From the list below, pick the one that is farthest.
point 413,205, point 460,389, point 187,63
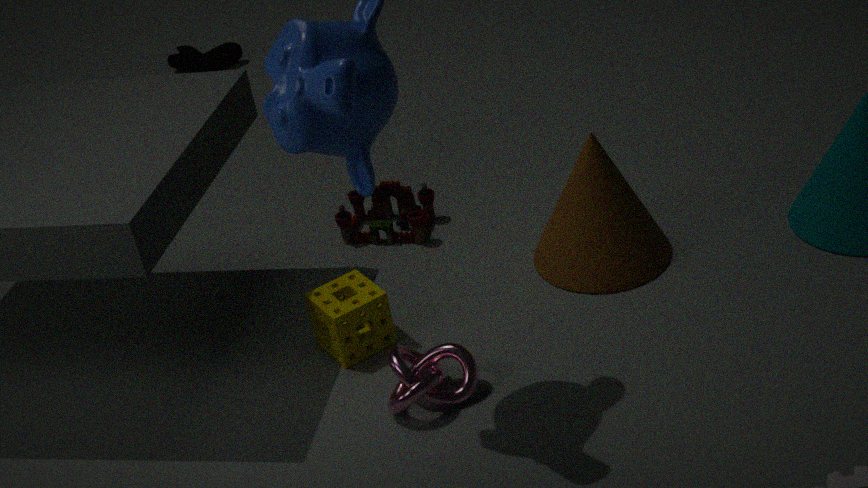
point 187,63
